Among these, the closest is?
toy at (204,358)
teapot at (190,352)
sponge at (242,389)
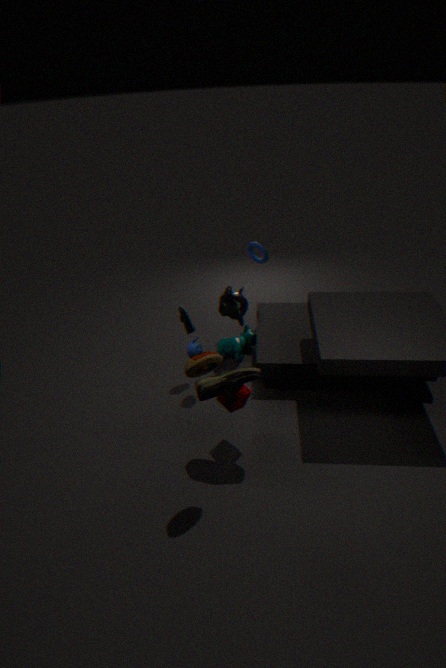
toy at (204,358)
